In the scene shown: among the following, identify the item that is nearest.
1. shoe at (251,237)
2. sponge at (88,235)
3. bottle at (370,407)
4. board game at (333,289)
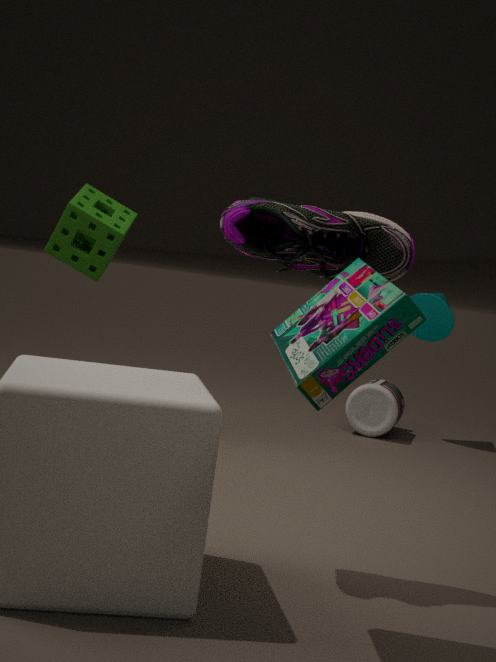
board game at (333,289)
